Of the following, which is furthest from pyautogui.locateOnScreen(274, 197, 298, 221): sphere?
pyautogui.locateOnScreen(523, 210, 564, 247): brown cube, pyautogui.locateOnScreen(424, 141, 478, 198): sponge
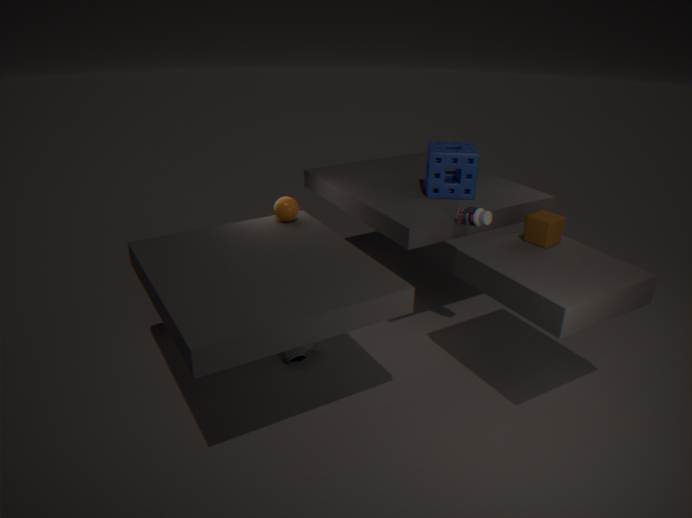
pyautogui.locateOnScreen(523, 210, 564, 247): brown cube
